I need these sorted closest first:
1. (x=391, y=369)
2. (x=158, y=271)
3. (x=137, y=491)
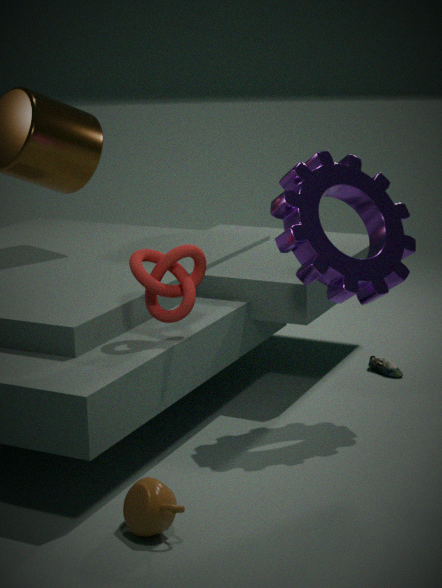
(x=137, y=491) < (x=158, y=271) < (x=391, y=369)
